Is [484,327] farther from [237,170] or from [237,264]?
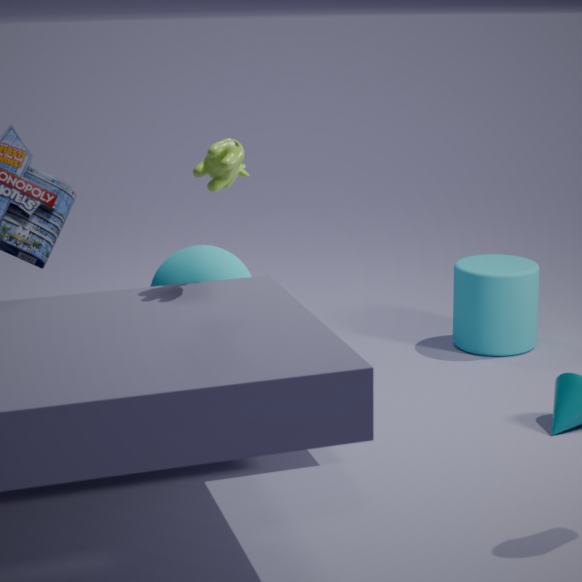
[237,170]
